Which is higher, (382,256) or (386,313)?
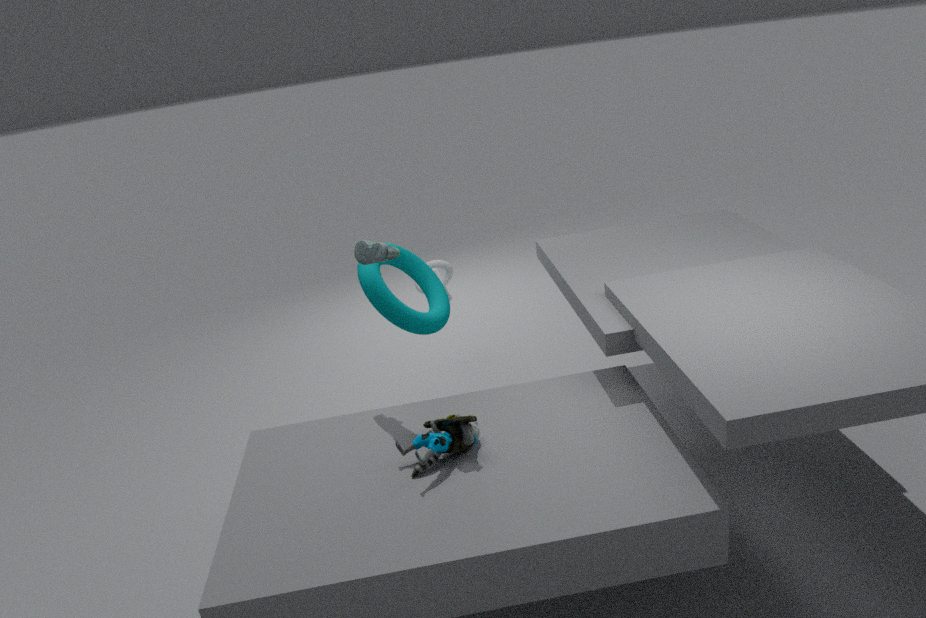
(382,256)
